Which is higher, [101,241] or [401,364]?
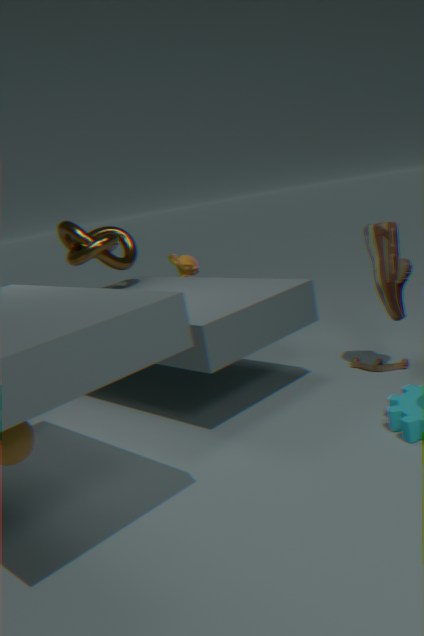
[101,241]
